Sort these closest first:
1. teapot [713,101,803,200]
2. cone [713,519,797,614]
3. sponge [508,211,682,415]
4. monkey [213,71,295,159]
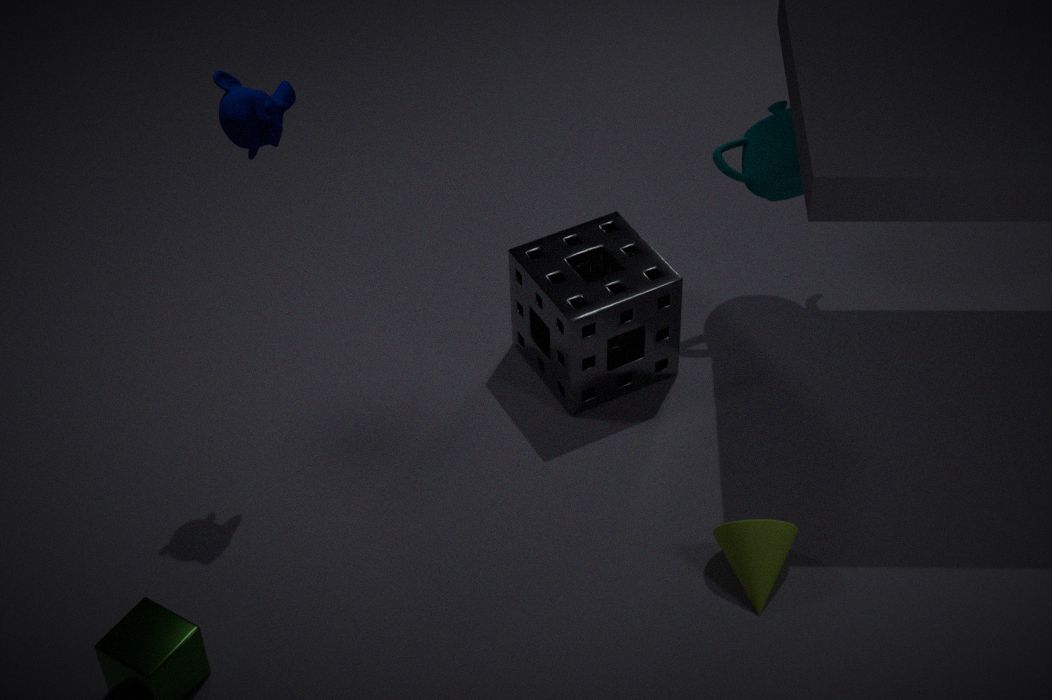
1. monkey [213,71,295,159]
2. cone [713,519,797,614]
3. sponge [508,211,682,415]
4. teapot [713,101,803,200]
